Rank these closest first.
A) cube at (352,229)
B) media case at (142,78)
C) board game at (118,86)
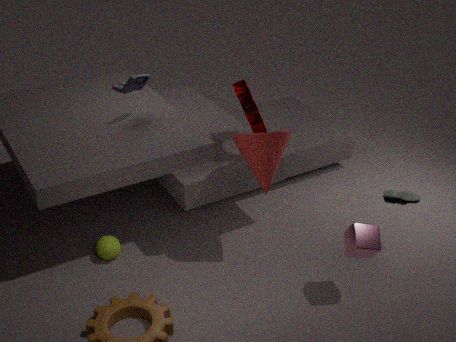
1. cube at (352,229)
2. media case at (142,78)
3. board game at (118,86)
